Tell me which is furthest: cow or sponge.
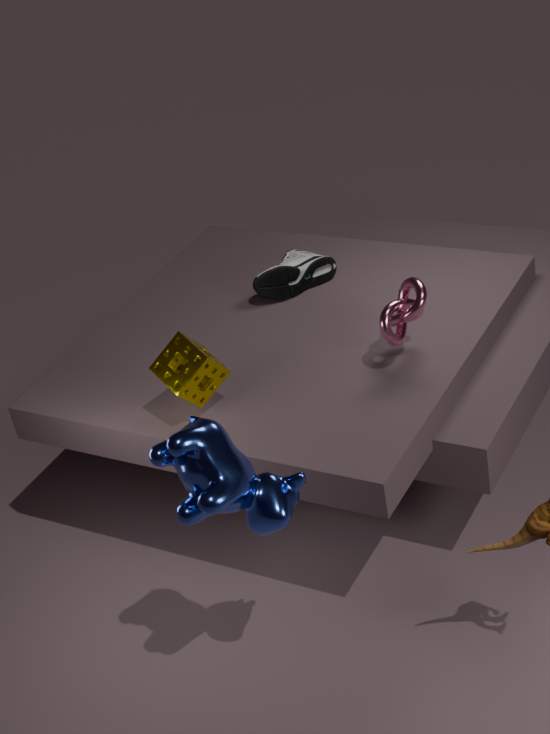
sponge
